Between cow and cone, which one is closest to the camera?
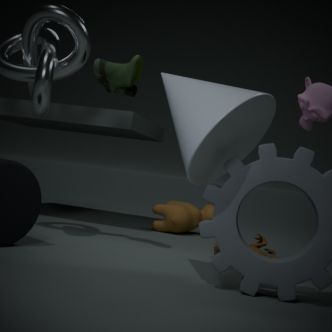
cone
